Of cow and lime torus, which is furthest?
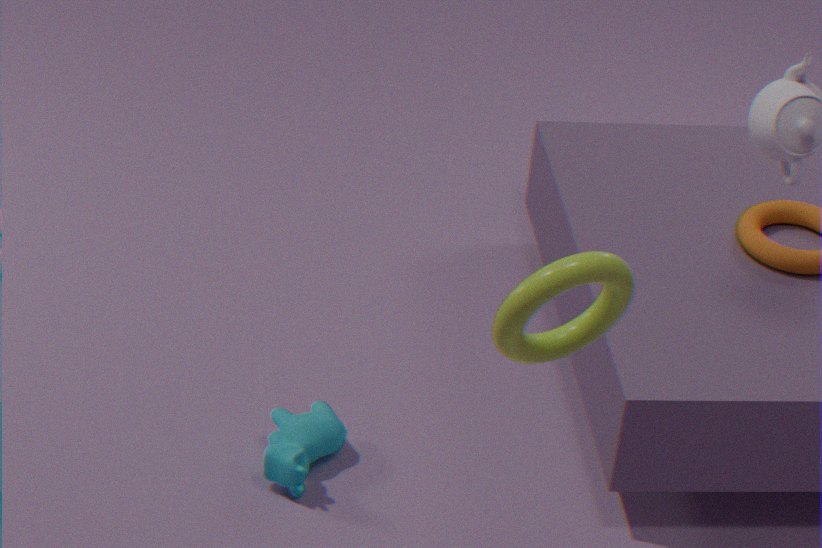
cow
